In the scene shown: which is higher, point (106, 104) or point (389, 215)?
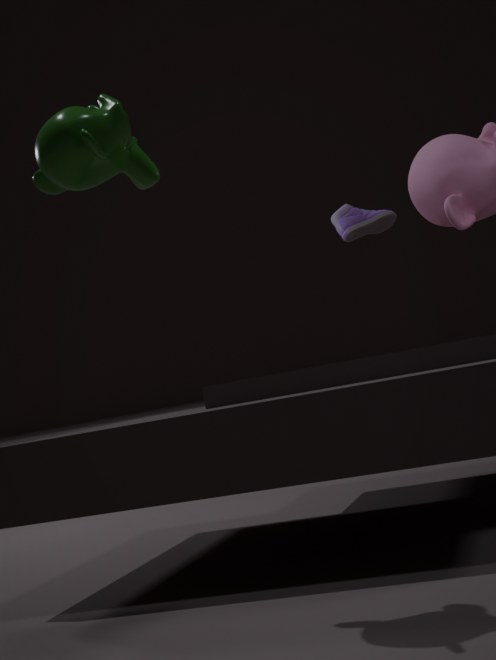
point (389, 215)
